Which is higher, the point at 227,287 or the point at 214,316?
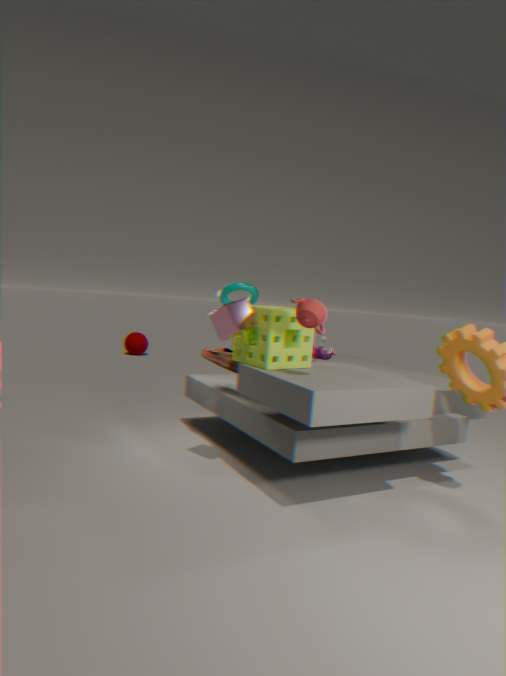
the point at 227,287
